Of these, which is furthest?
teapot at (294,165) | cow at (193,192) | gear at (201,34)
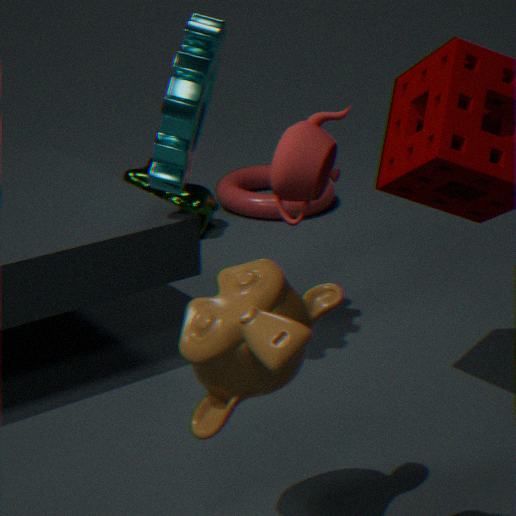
cow at (193,192)
